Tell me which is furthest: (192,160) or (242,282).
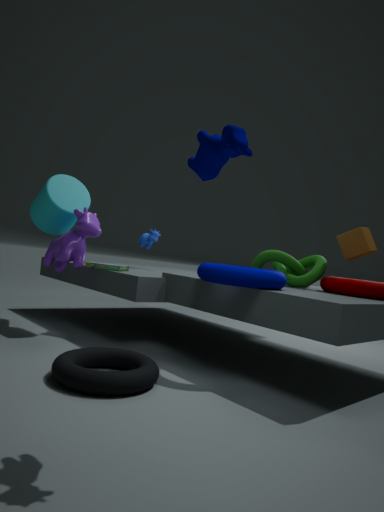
(242,282)
